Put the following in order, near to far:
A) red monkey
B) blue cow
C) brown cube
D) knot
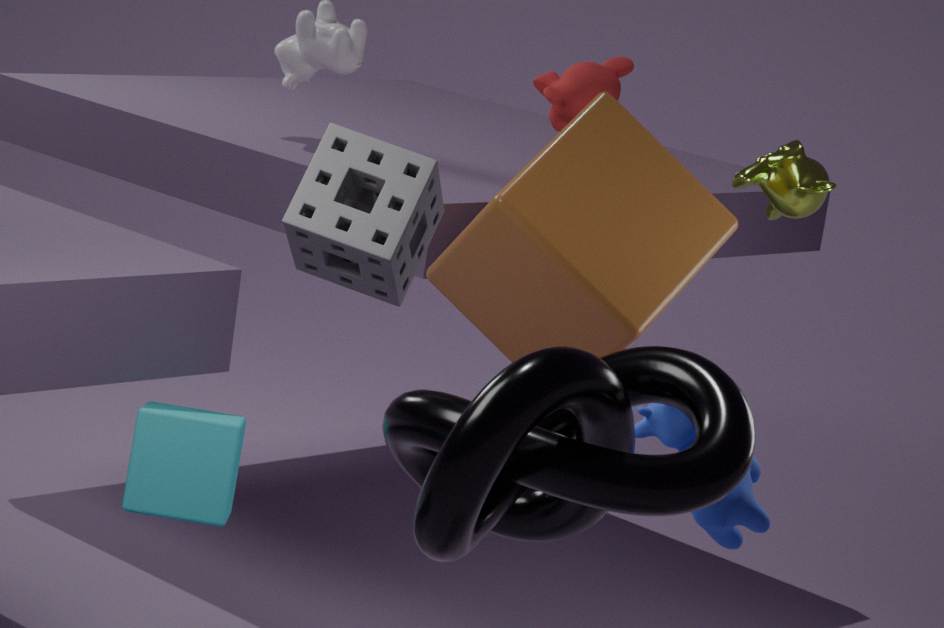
D. knot → B. blue cow → C. brown cube → A. red monkey
